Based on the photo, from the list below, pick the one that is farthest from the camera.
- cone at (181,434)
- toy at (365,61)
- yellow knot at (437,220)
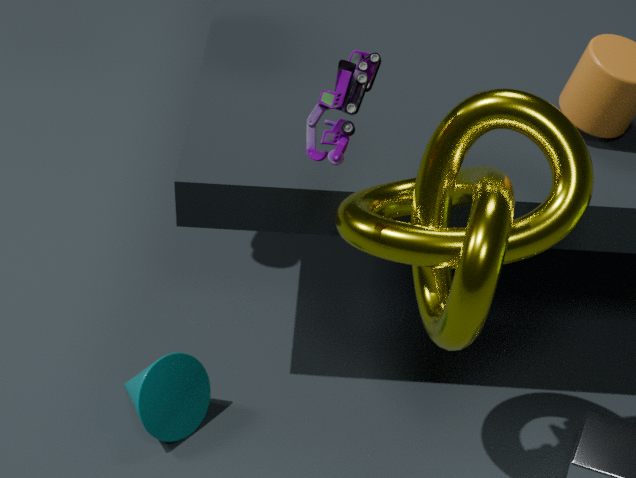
cone at (181,434)
